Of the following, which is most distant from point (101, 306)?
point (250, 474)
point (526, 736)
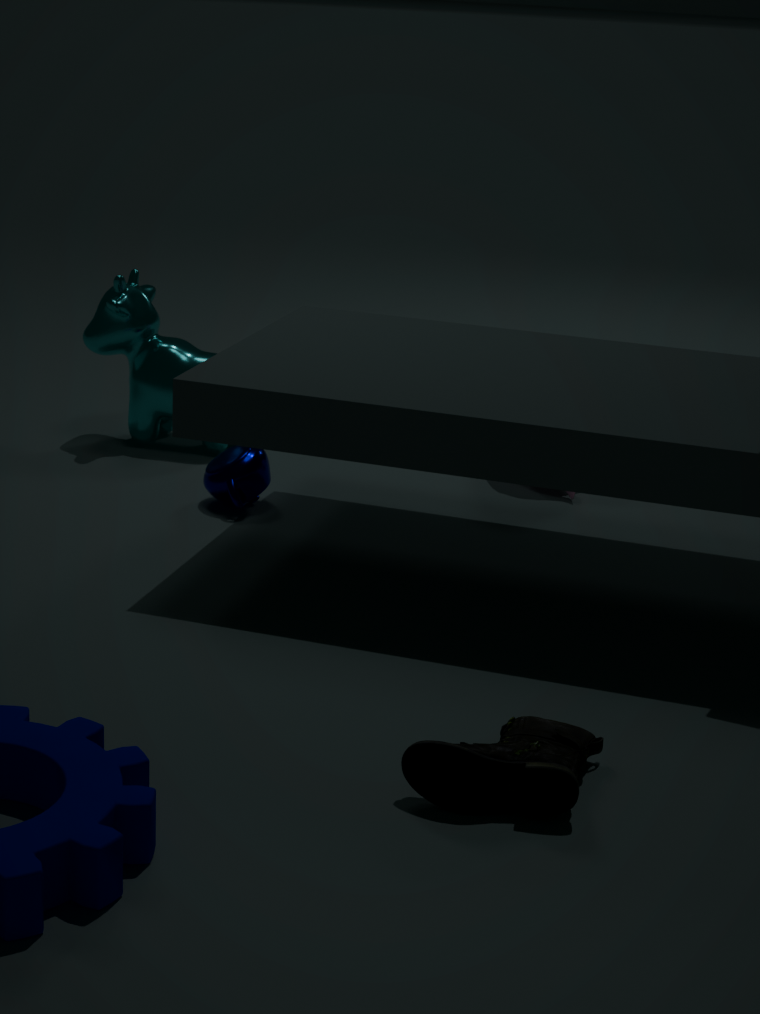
point (526, 736)
